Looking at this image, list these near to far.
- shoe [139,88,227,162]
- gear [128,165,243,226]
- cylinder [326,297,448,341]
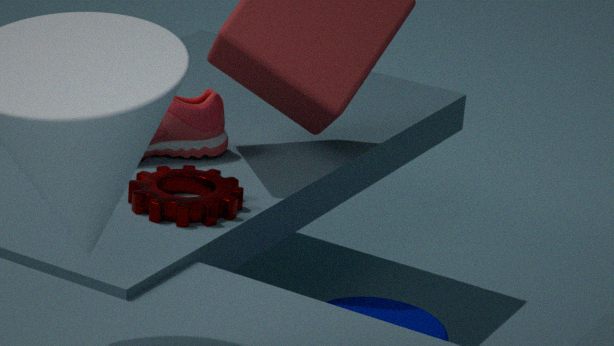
gear [128,165,243,226] → cylinder [326,297,448,341] → shoe [139,88,227,162]
